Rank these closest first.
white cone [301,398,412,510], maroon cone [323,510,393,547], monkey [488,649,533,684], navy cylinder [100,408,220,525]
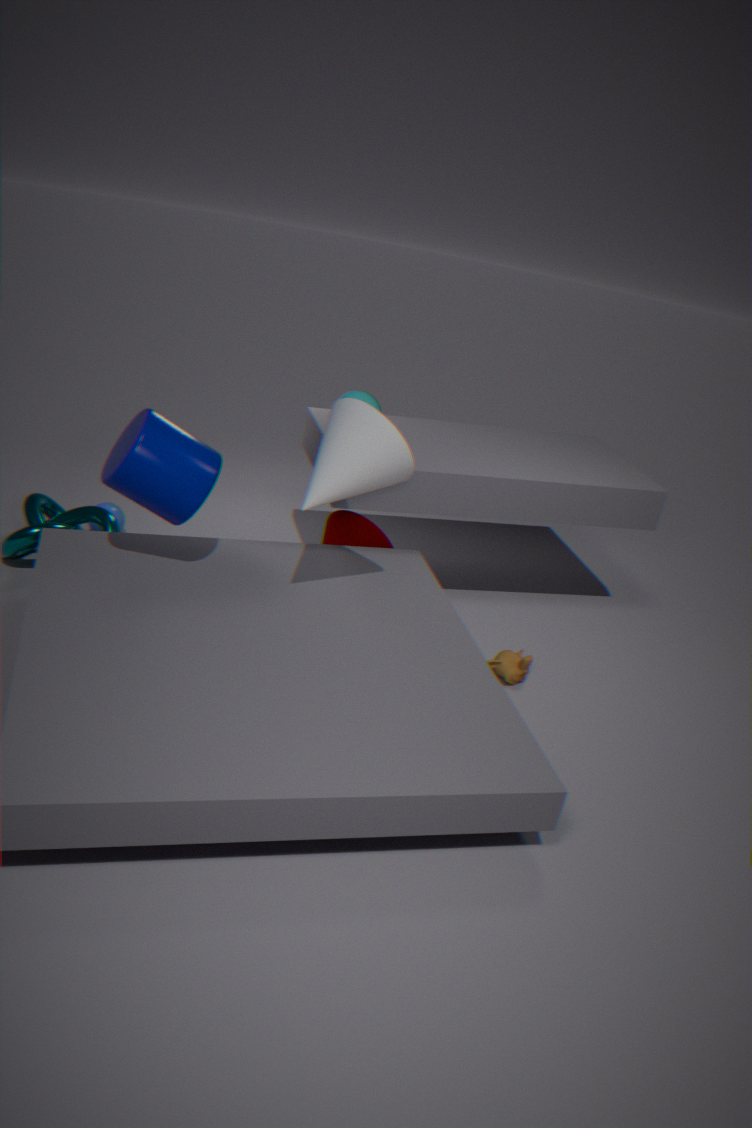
white cone [301,398,412,510] < navy cylinder [100,408,220,525] < monkey [488,649,533,684] < maroon cone [323,510,393,547]
